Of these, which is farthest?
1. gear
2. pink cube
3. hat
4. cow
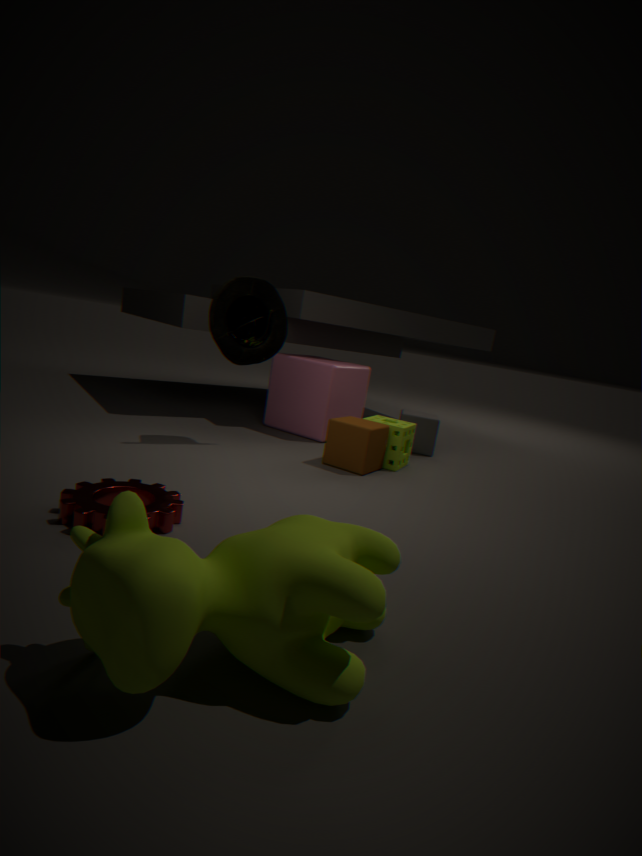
pink cube
